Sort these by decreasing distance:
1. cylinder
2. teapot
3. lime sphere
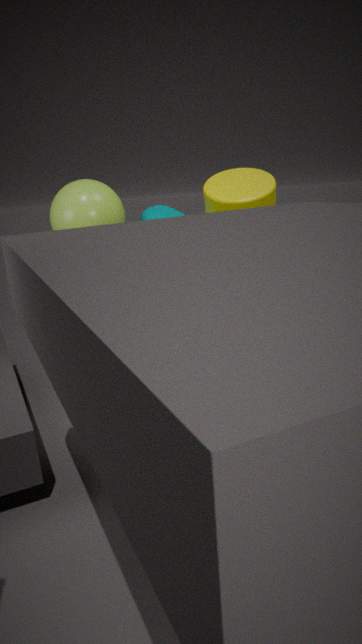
teapot → cylinder → lime sphere
